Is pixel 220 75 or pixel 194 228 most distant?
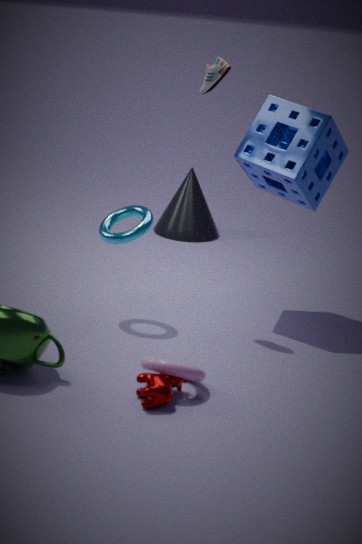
pixel 194 228
